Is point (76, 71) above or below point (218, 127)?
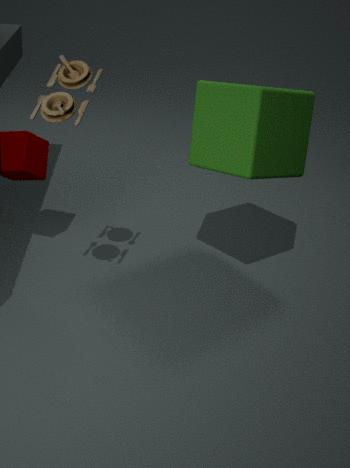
above
